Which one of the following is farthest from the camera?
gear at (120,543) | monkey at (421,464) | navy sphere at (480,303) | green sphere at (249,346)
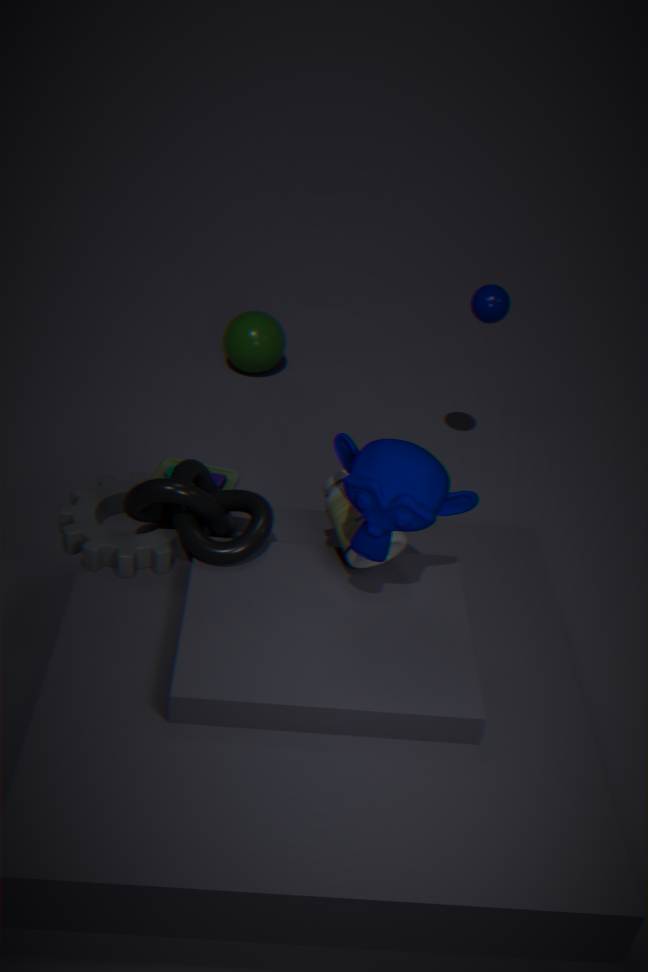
green sphere at (249,346)
